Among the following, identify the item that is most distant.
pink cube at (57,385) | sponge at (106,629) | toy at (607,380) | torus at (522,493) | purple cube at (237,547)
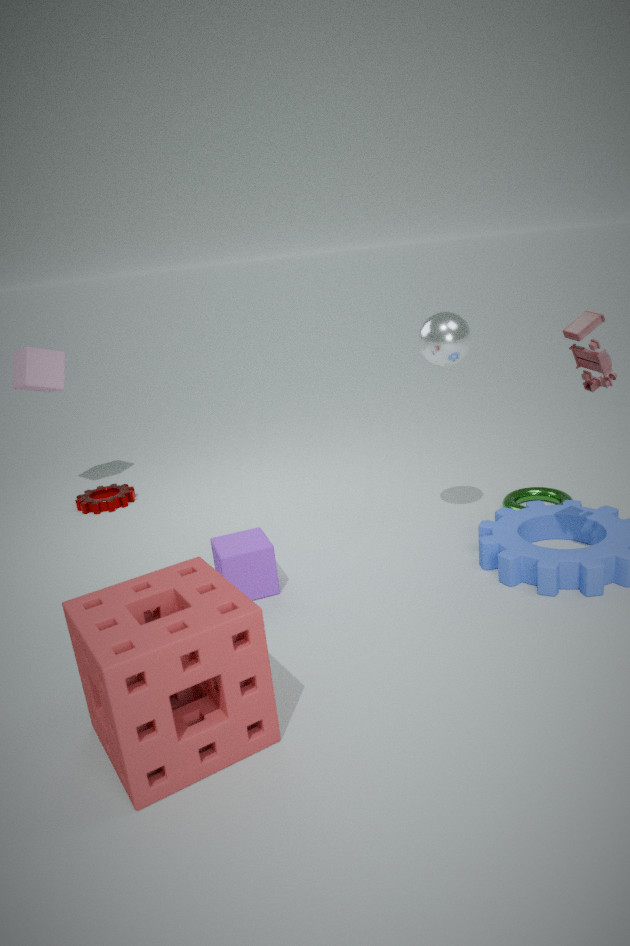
pink cube at (57,385)
